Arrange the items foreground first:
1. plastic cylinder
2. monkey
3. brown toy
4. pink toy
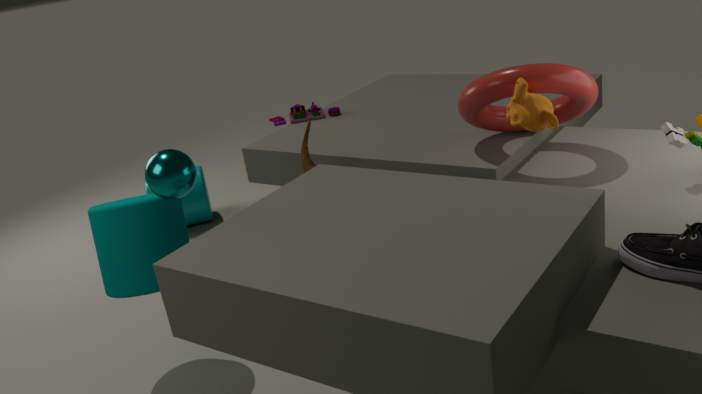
monkey < brown toy < pink toy < plastic cylinder
